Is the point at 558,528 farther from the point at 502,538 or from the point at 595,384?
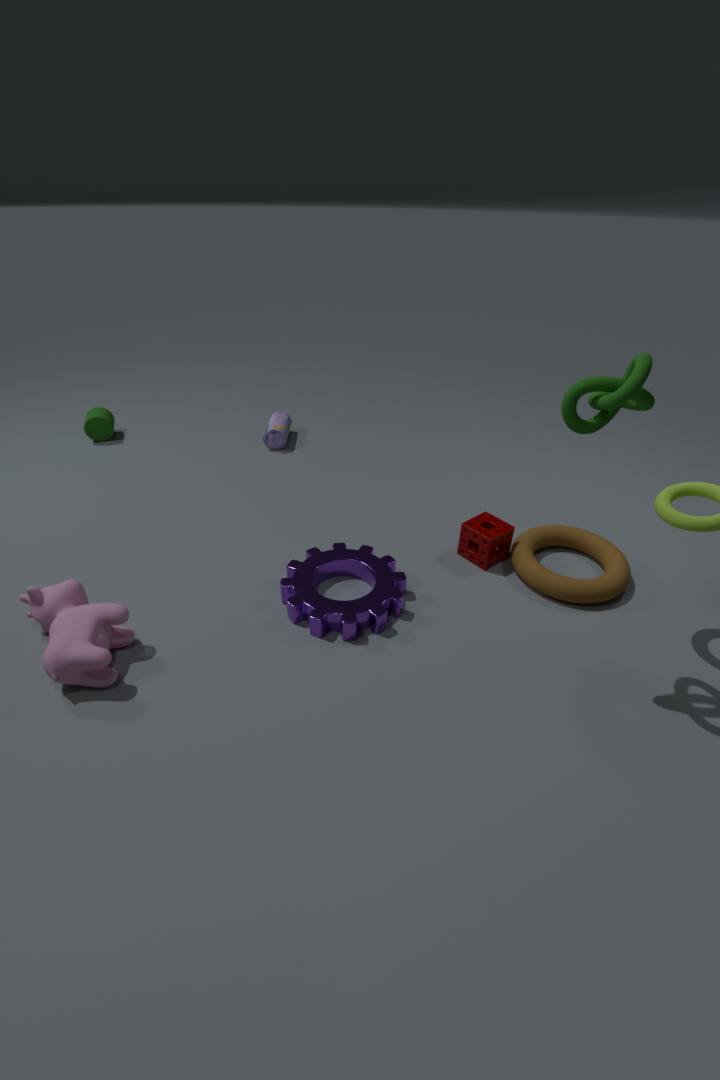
the point at 595,384
